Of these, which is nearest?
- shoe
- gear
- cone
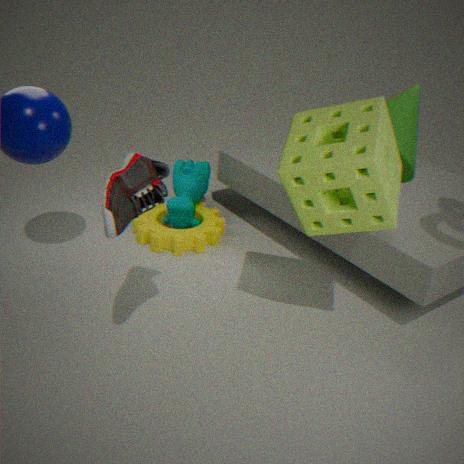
shoe
